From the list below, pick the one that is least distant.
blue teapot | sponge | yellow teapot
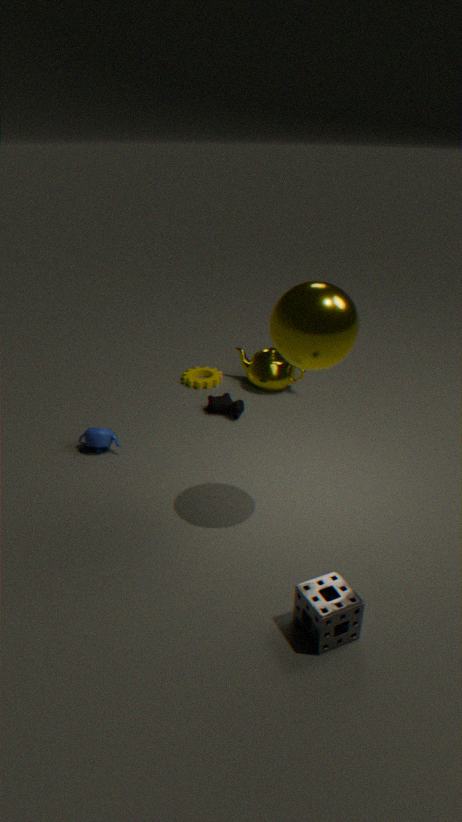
sponge
